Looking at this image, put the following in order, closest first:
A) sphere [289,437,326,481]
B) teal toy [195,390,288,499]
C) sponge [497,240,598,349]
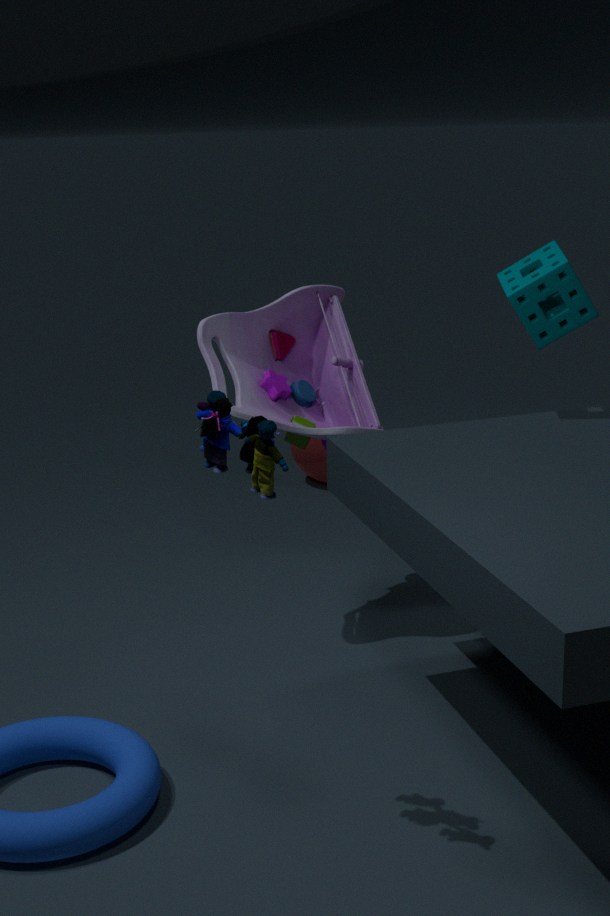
teal toy [195,390,288,499], sponge [497,240,598,349], sphere [289,437,326,481]
